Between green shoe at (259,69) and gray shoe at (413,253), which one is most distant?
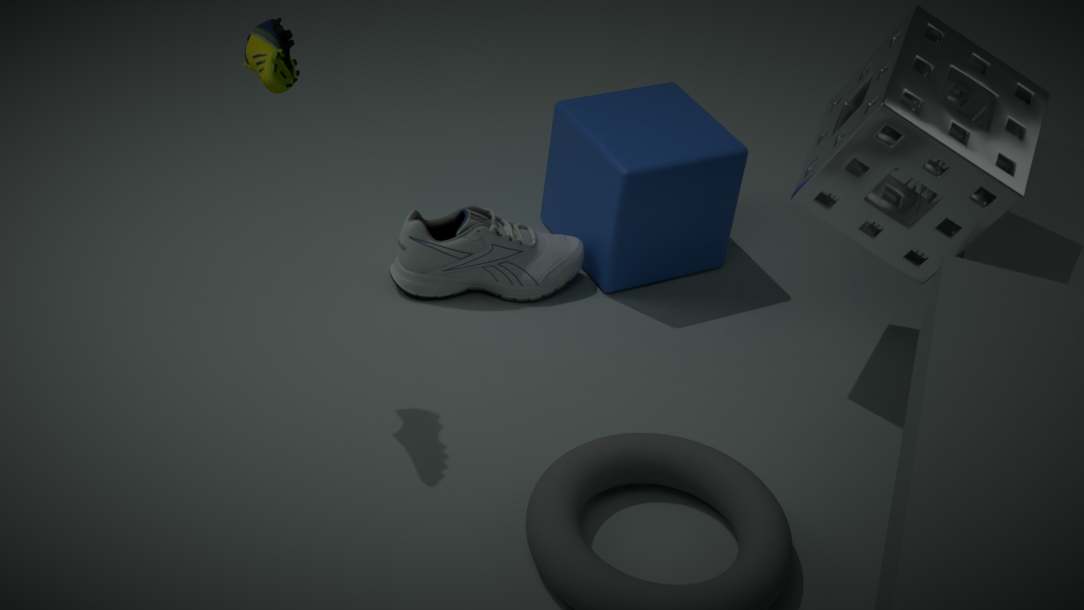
gray shoe at (413,253)
